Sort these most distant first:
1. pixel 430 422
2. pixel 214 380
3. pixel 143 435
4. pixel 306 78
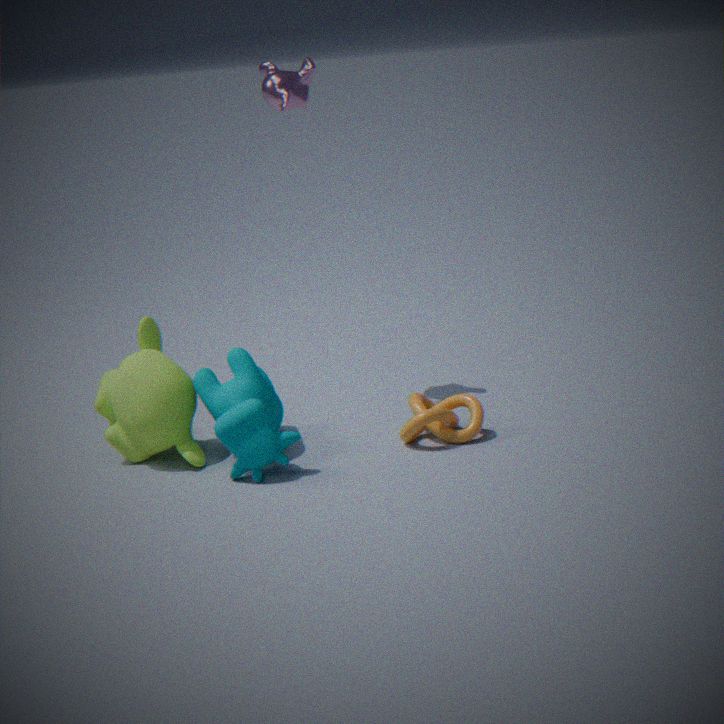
pixel 306 78 < pixel 214 380 < pixel 143 435 < pixel 430 422
